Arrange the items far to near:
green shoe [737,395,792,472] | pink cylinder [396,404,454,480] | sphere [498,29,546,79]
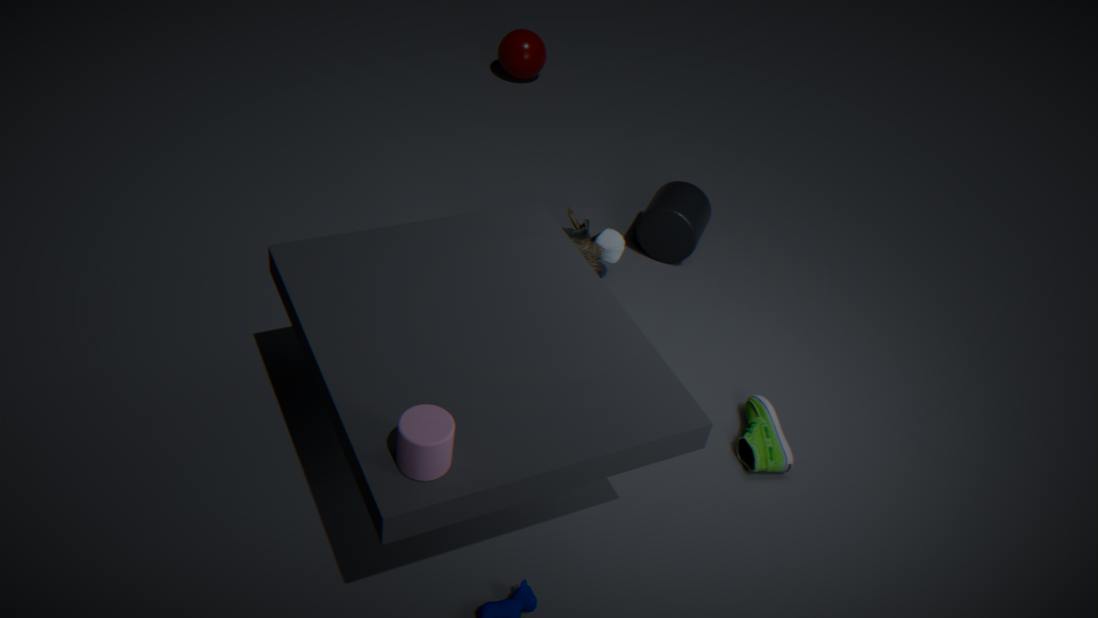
1. sphere [498,29,546,79]
2. green shoe [737,395,792,472]
3. pink cylinder [396,404,454,480]
